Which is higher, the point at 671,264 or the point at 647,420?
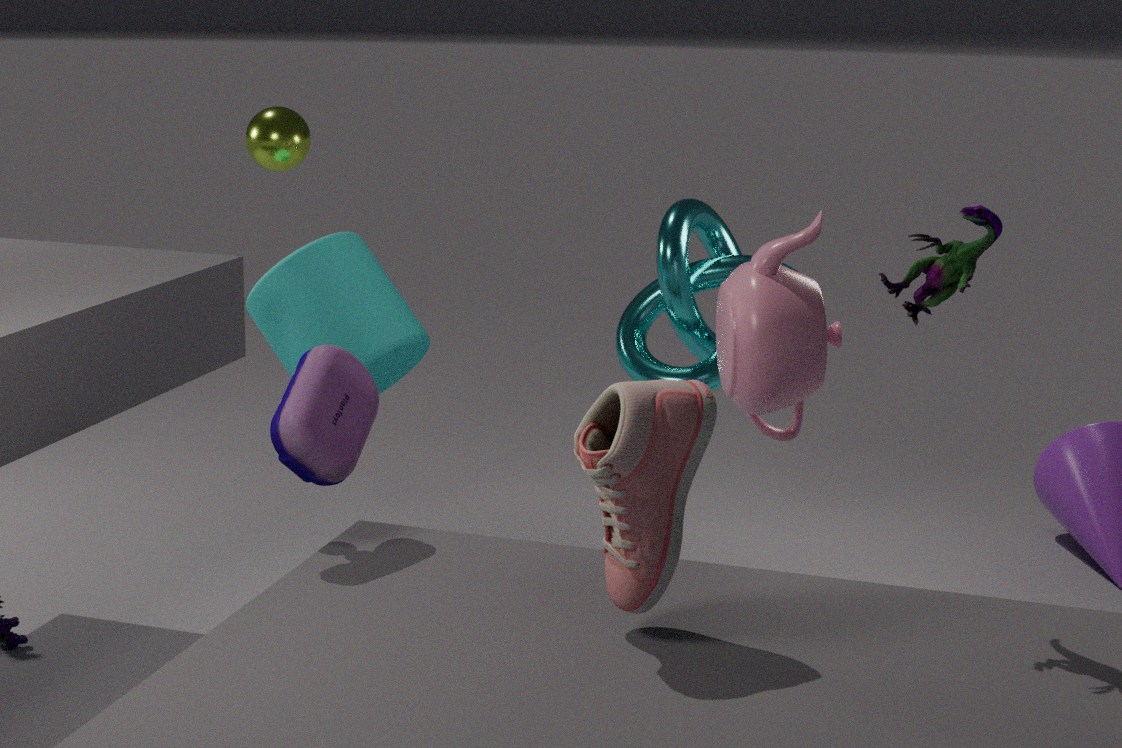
the point at 671,264
